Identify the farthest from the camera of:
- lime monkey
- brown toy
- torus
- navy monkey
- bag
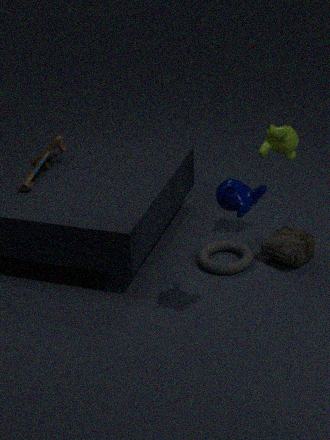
brown toy
